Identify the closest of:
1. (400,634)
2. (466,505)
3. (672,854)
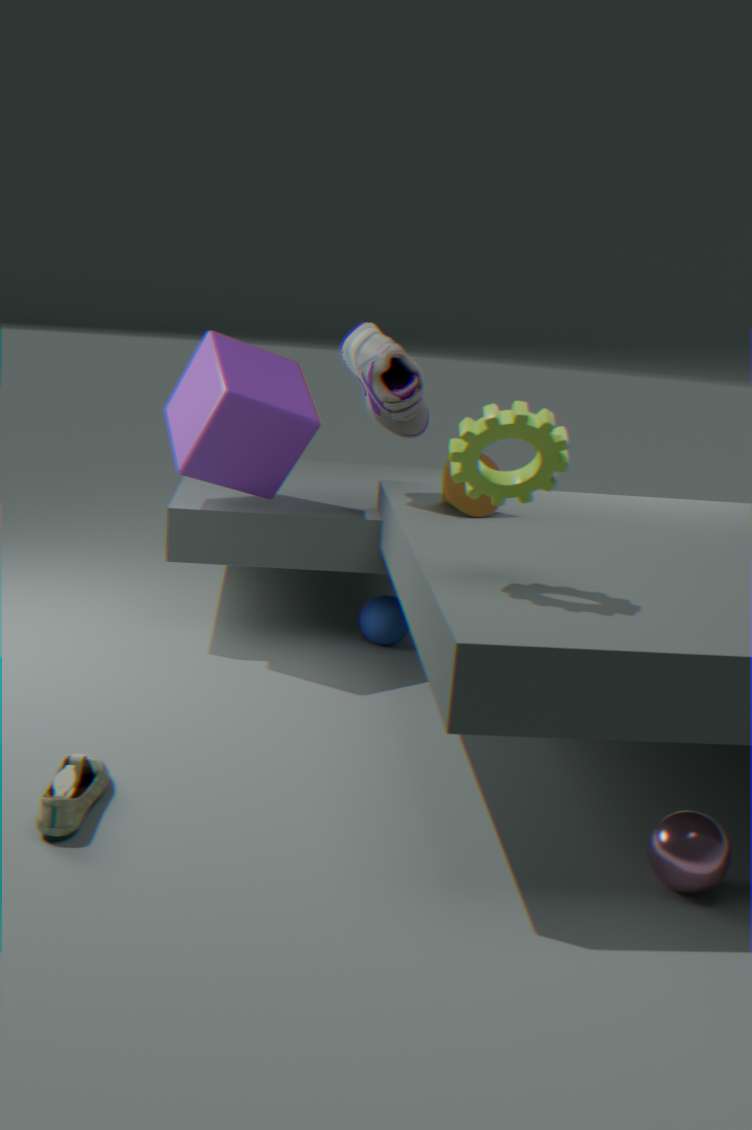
(672,854)
